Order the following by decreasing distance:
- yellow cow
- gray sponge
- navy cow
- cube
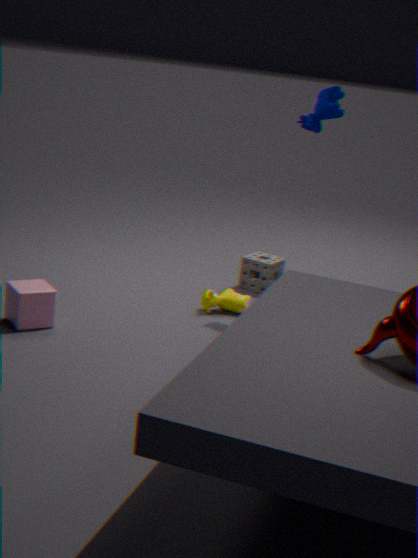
gray sponge, yellow cow, navy cow, cube
